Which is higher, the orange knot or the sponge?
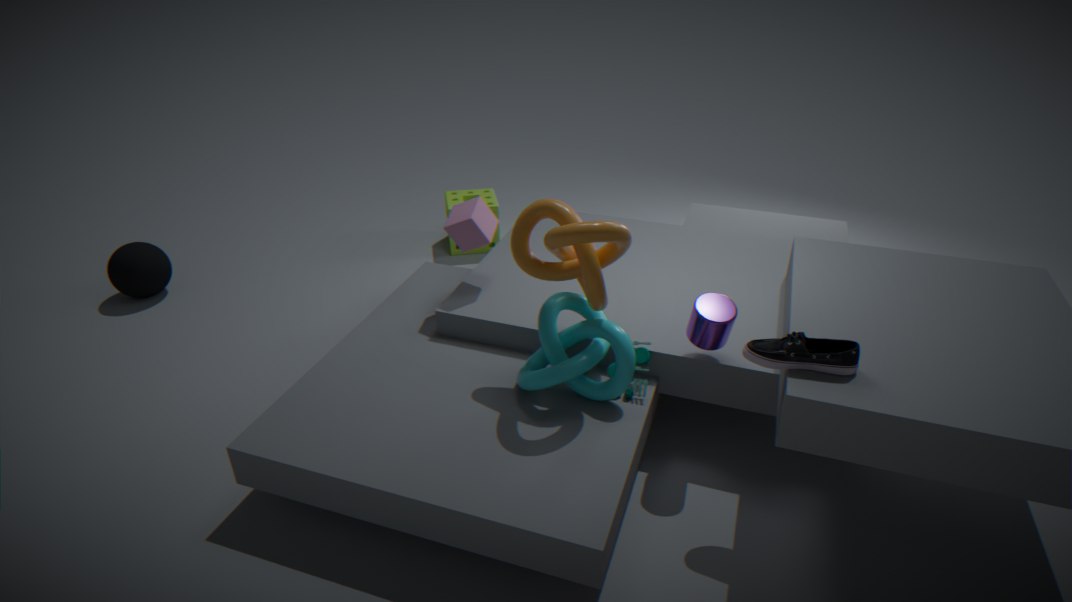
the orange knot
